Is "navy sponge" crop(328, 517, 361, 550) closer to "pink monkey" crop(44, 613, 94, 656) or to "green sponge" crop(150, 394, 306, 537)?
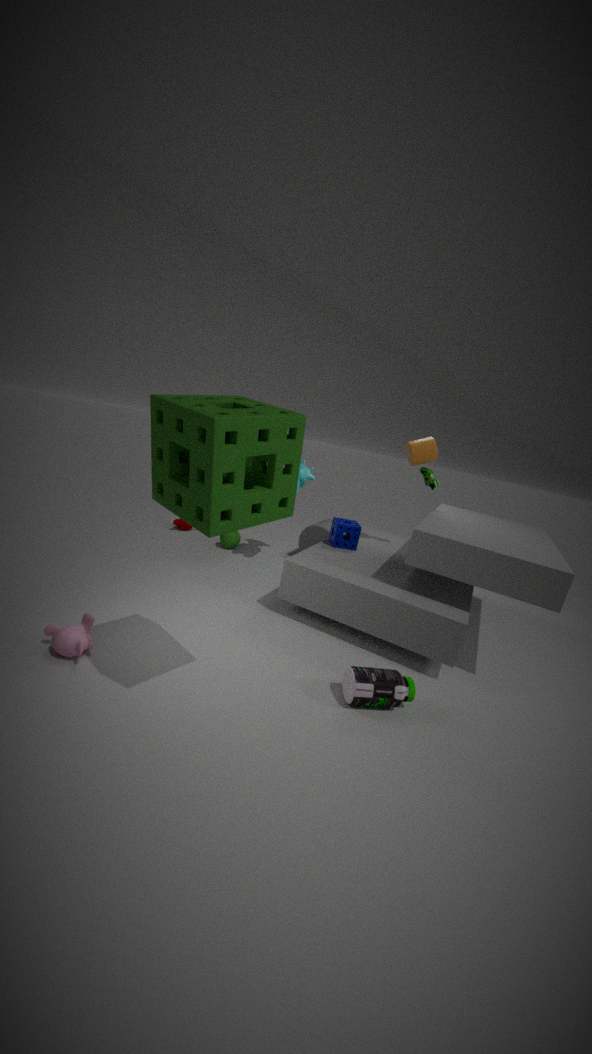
"green sponge" crop(150, 394, 306, 537)
